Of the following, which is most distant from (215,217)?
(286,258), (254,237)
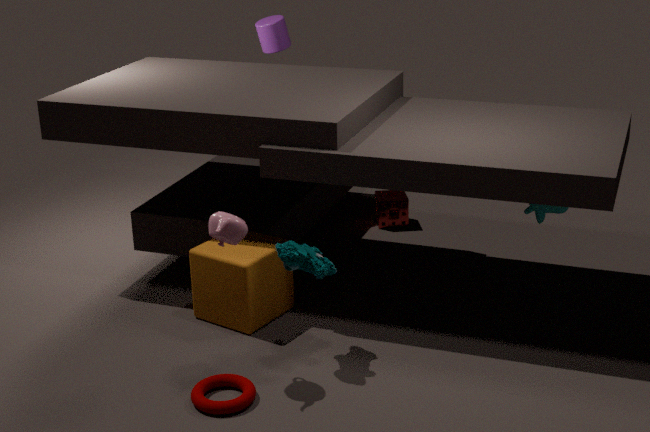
(254,237)
